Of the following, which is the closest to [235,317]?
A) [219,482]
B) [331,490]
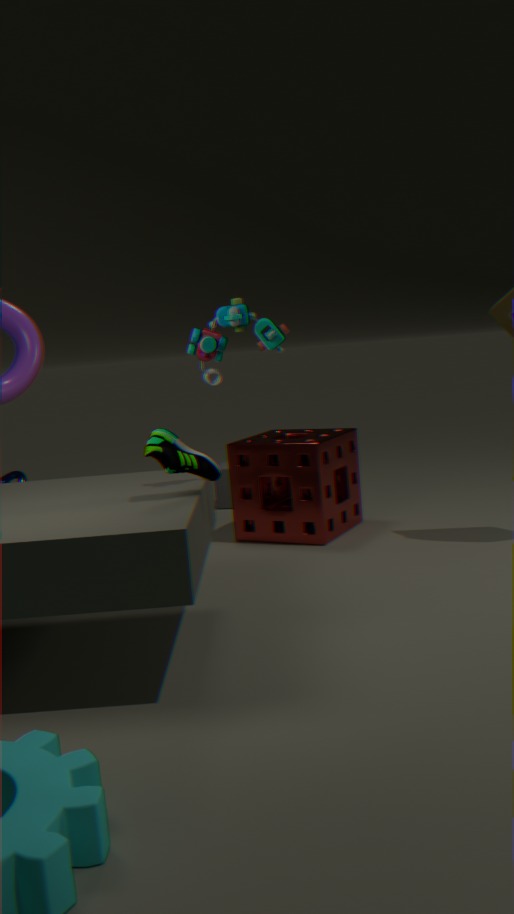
[331,490]
